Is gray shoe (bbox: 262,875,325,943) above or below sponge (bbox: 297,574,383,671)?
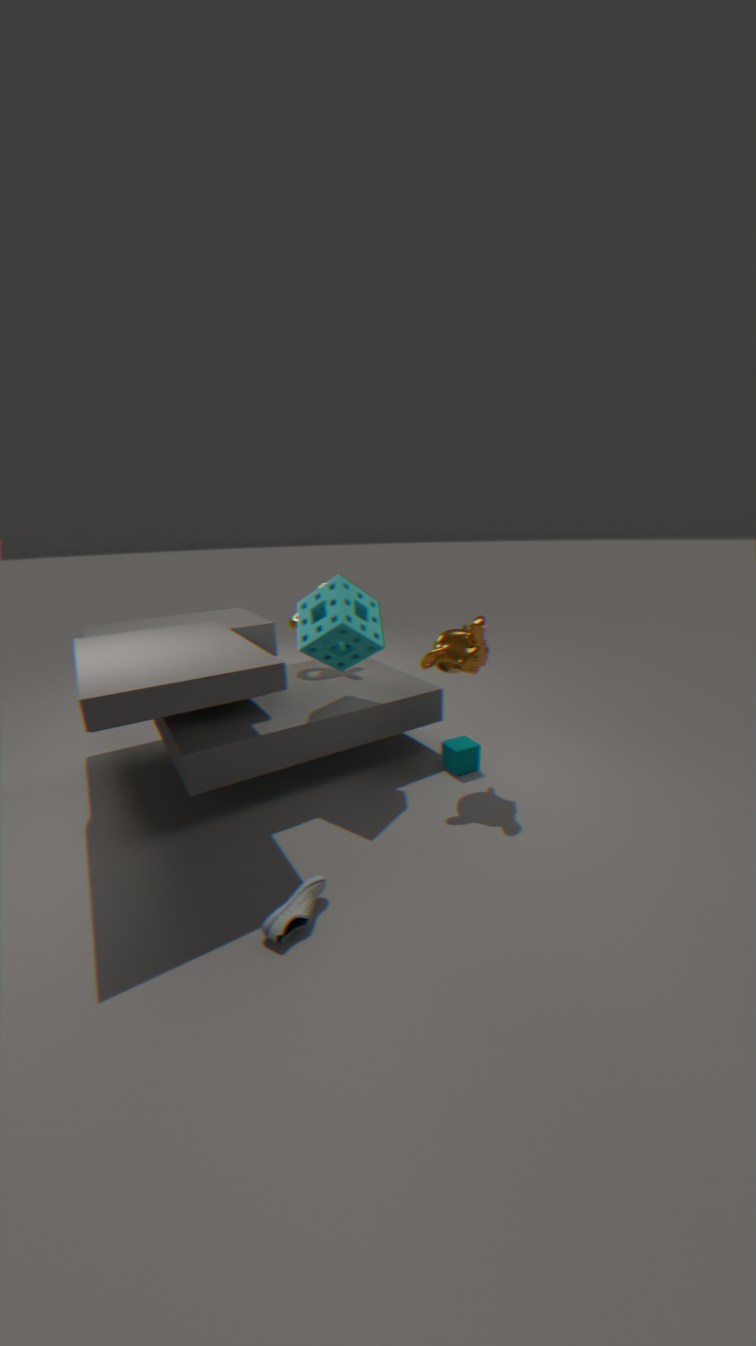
below
